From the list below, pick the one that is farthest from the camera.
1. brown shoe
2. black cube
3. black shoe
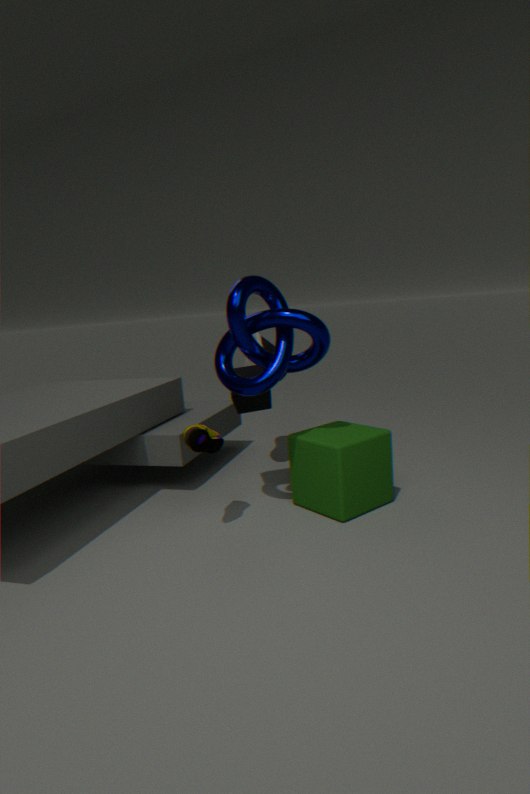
black shoe
